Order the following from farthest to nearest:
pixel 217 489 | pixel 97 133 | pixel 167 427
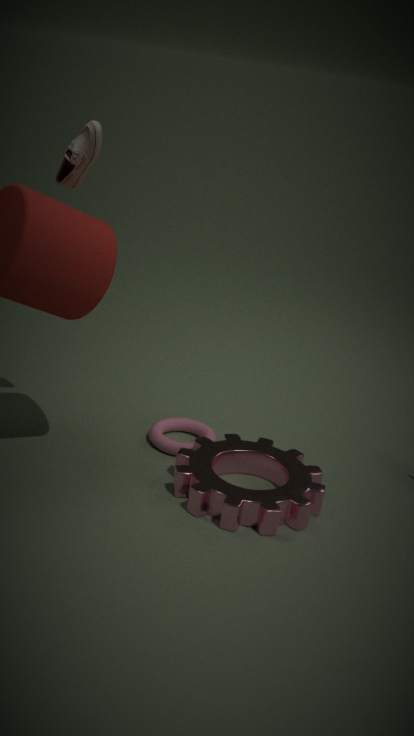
pixel 167 427 → pixel 217 489 → pixel 97 133
